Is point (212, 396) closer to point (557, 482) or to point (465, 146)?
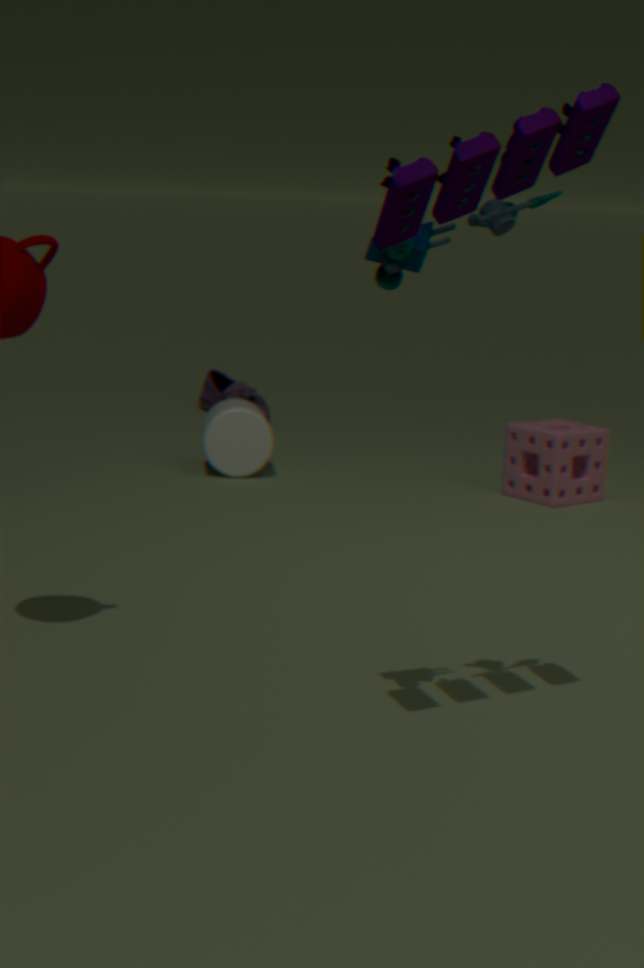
point (557, 482)
